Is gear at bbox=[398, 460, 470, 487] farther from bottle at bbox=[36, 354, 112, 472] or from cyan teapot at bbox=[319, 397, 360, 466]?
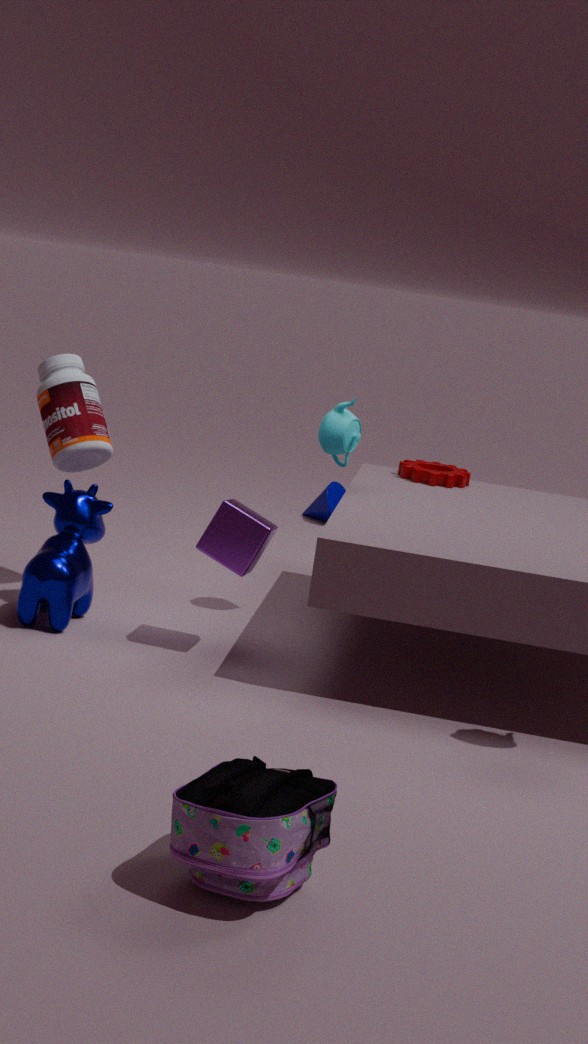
bottle at bbox=[36, 354, 112, 472]
